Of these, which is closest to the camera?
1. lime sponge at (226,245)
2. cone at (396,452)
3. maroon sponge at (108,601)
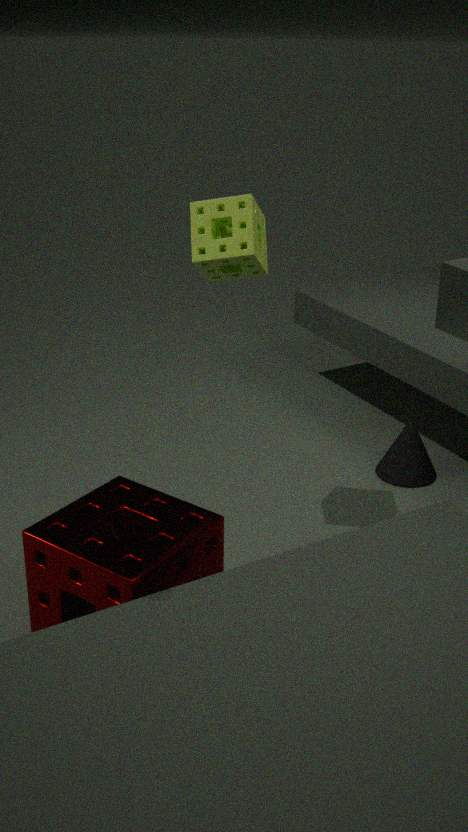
maroon sponge at (108,601)
